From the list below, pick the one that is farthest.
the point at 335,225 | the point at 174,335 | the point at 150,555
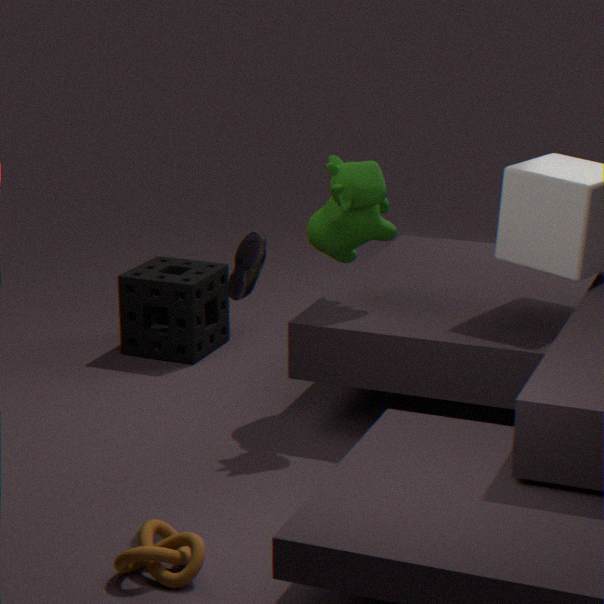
the point at 174,335
